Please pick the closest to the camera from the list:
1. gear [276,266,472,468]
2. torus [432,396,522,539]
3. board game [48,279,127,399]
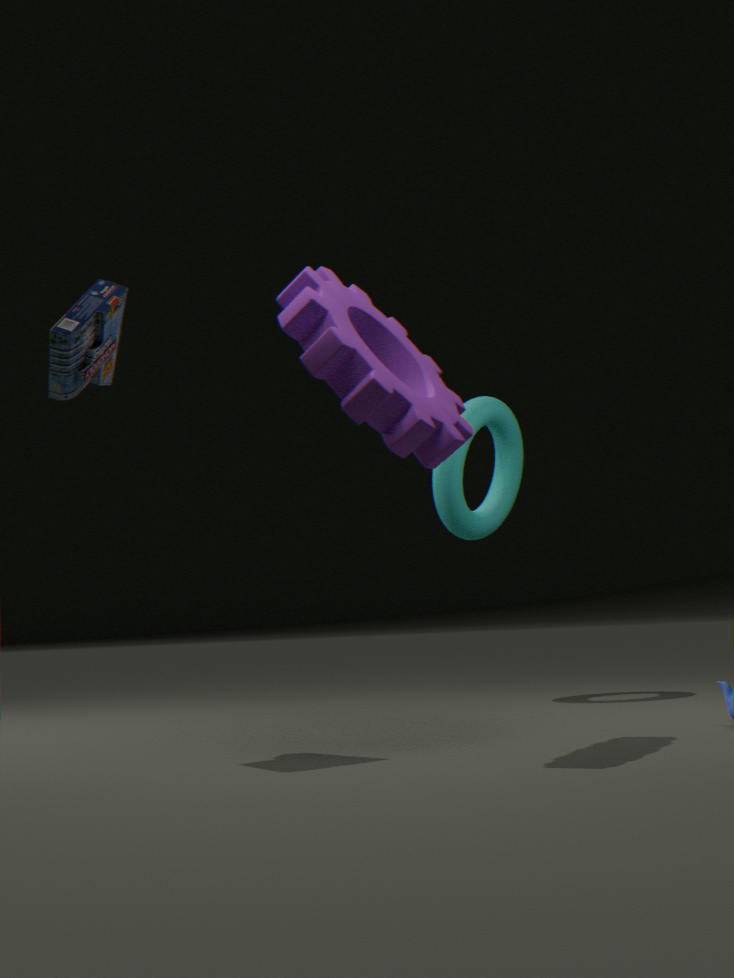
gear [276,266,472,468]
